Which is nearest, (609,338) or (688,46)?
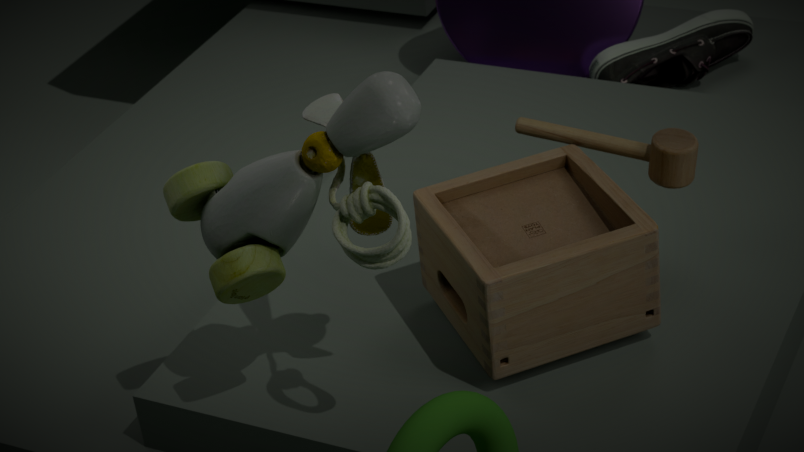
(609,338)
